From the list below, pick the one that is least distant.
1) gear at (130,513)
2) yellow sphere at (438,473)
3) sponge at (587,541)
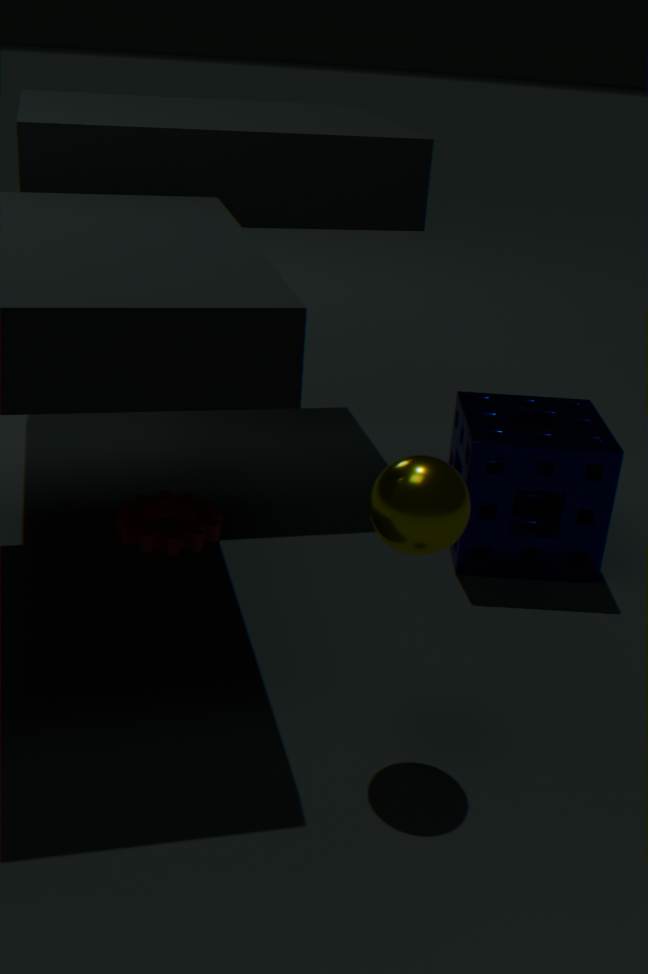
2. yellow sphere at (438,473)
